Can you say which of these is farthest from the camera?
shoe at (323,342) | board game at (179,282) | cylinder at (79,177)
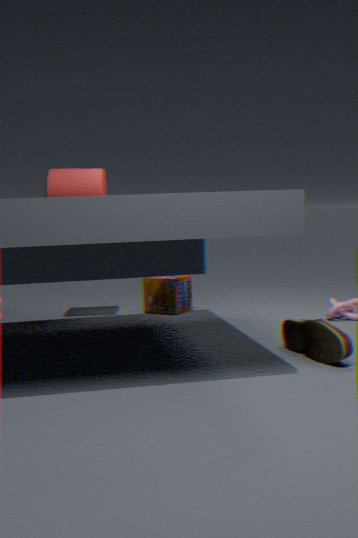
board game at (179,282)
